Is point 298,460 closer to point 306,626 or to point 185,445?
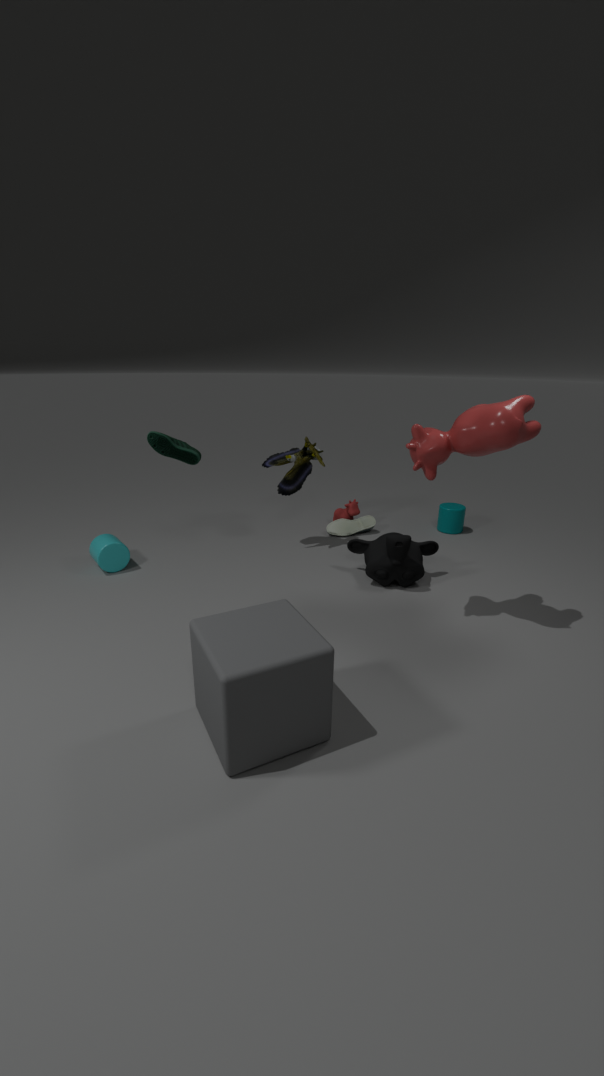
point 185,445
